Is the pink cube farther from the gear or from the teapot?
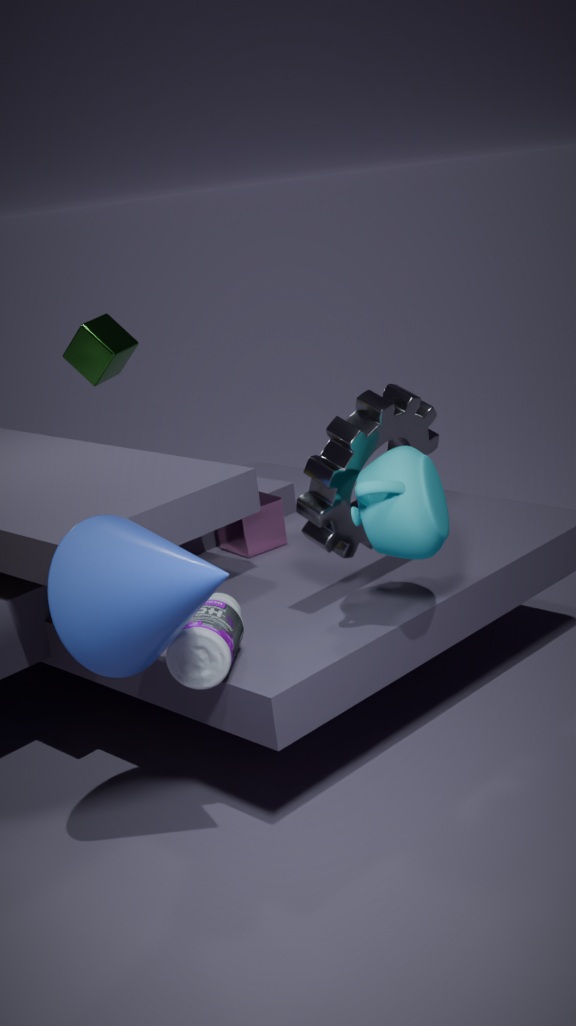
the teapot
